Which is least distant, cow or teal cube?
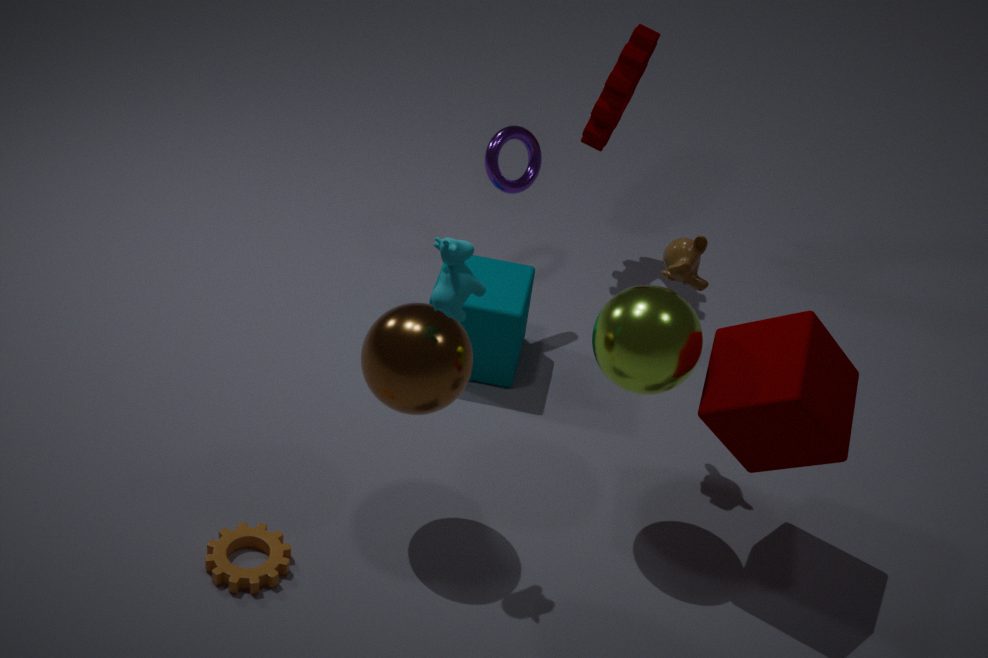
cow
